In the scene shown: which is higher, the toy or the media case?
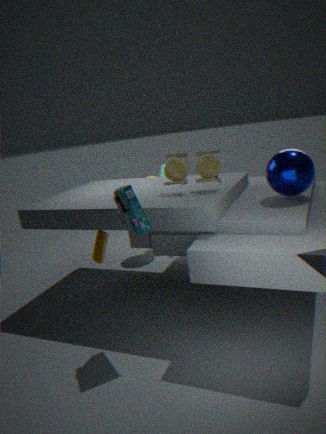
the toy
